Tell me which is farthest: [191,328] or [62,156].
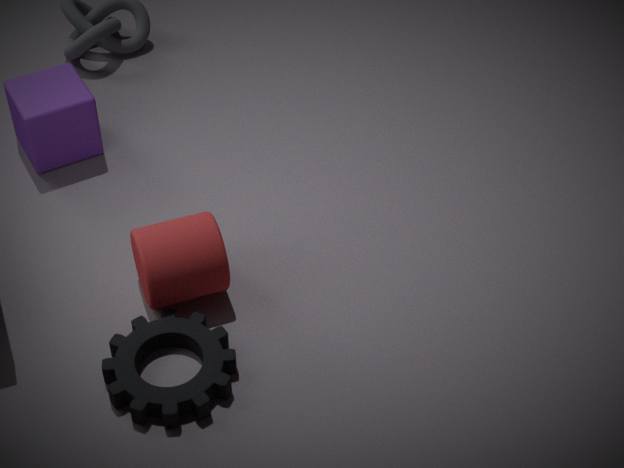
[62,156]
